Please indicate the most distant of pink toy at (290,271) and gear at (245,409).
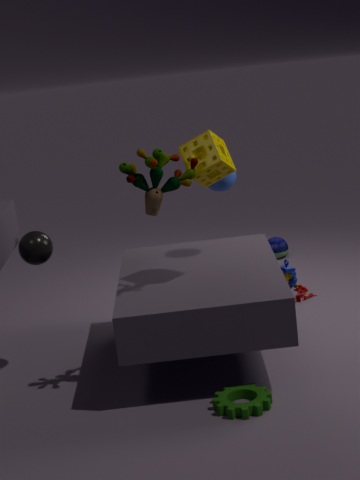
pink toy at (290,271)
